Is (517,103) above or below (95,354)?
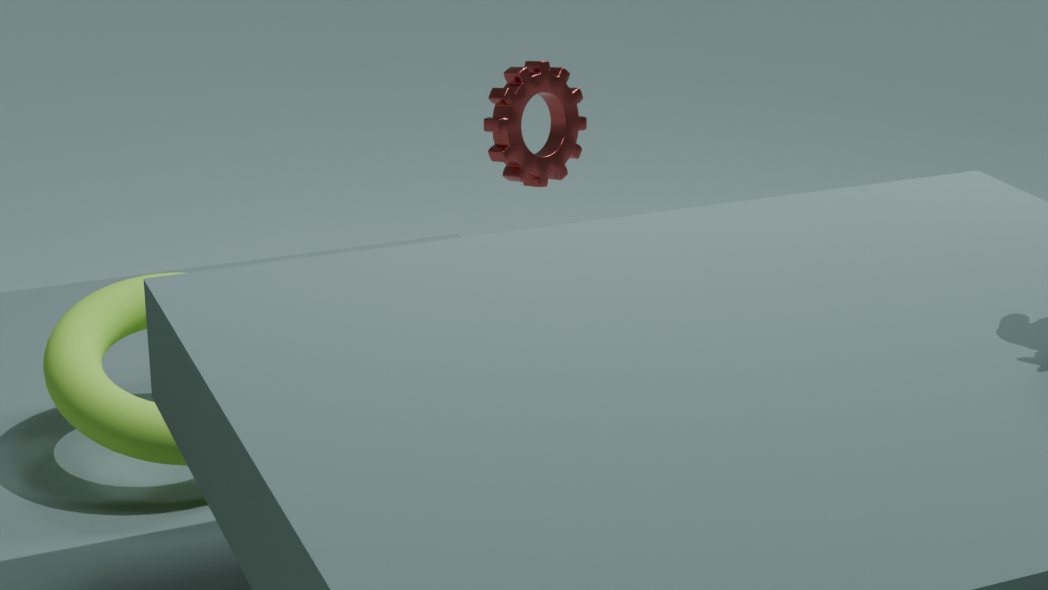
above
